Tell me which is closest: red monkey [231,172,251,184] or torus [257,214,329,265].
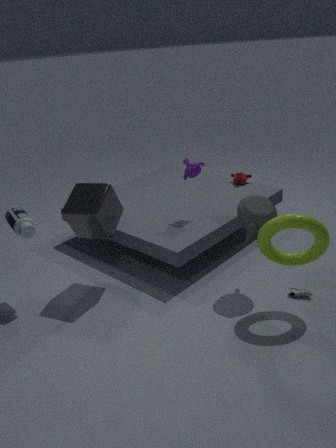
torus [257,214,329,265]
